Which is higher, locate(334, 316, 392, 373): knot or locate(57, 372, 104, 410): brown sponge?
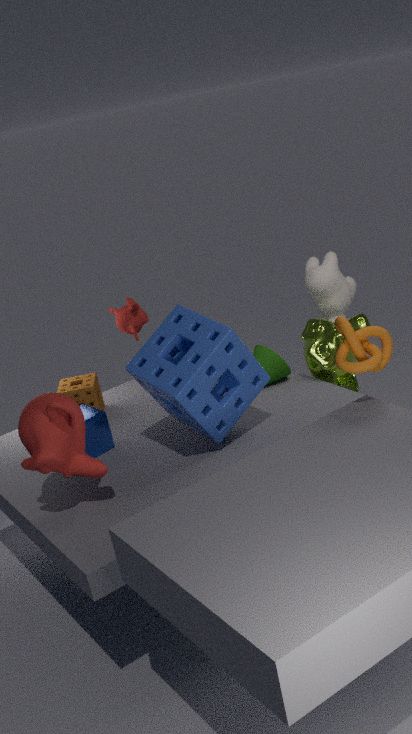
locate(334, 316, 392, 373): knot
